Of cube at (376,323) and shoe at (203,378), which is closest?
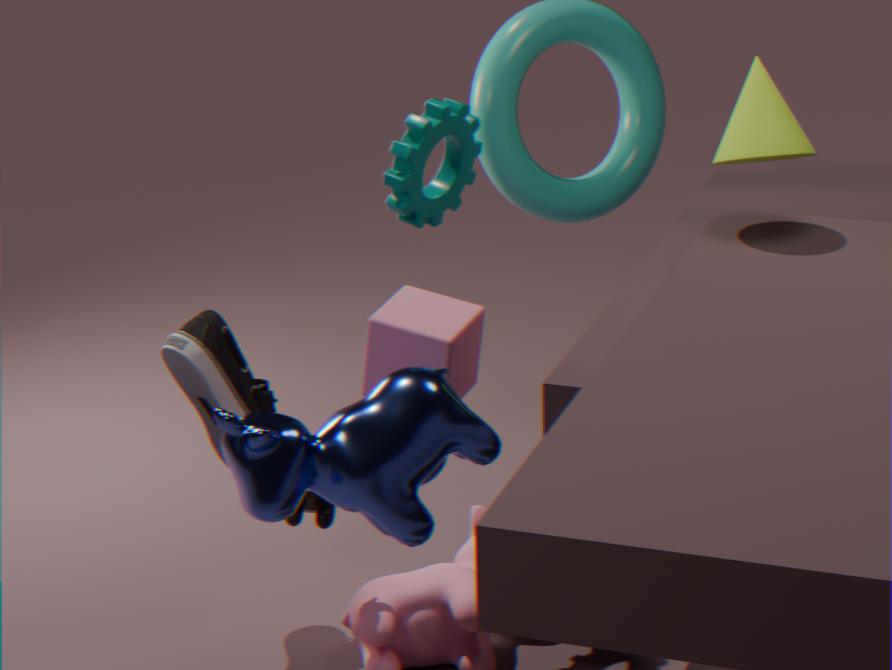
cube at (376,323)
